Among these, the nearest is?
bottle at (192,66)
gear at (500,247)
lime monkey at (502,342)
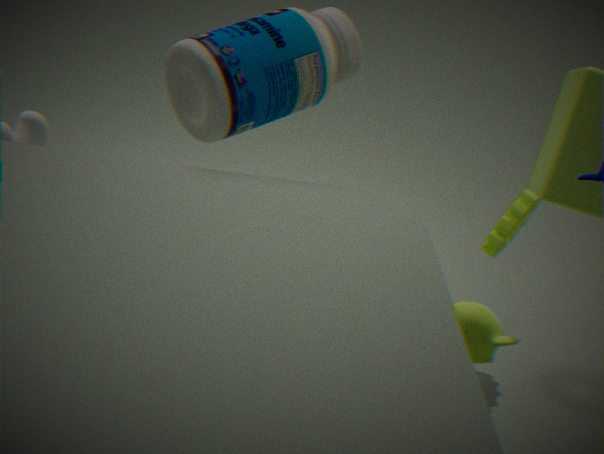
bottle at (192,66)
